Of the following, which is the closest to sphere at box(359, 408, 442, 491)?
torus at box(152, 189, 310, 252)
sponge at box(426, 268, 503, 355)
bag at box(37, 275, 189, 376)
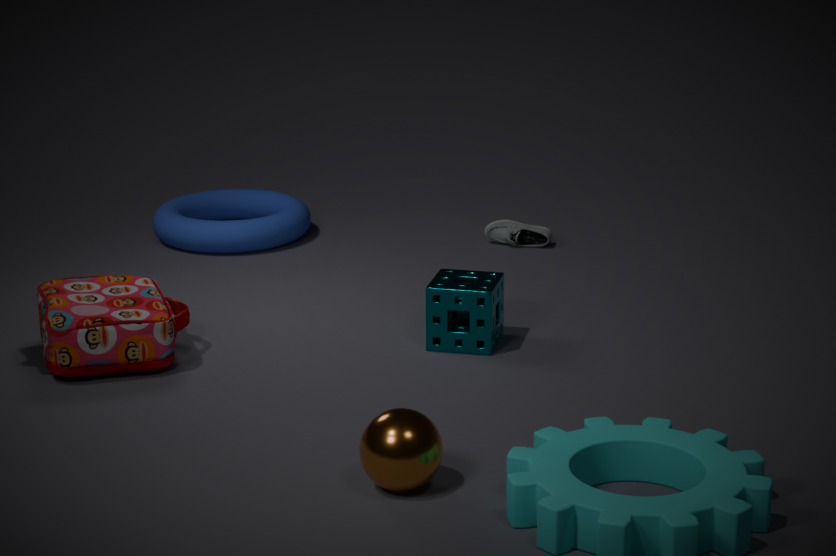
sponge at box(426, 268, 503, 355)
